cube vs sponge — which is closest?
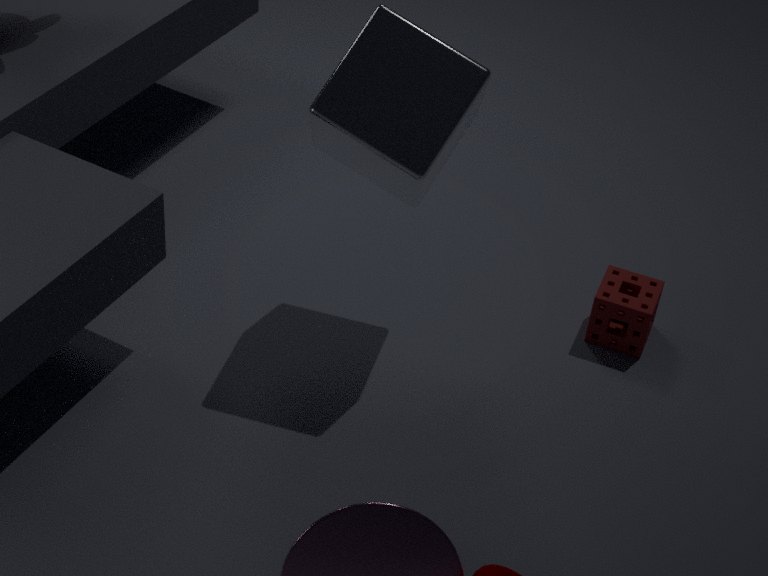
cube
